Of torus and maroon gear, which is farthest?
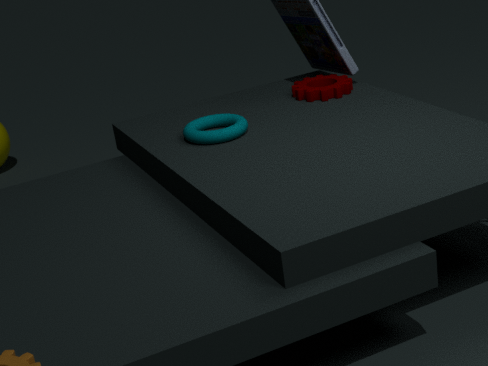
maroon gear
